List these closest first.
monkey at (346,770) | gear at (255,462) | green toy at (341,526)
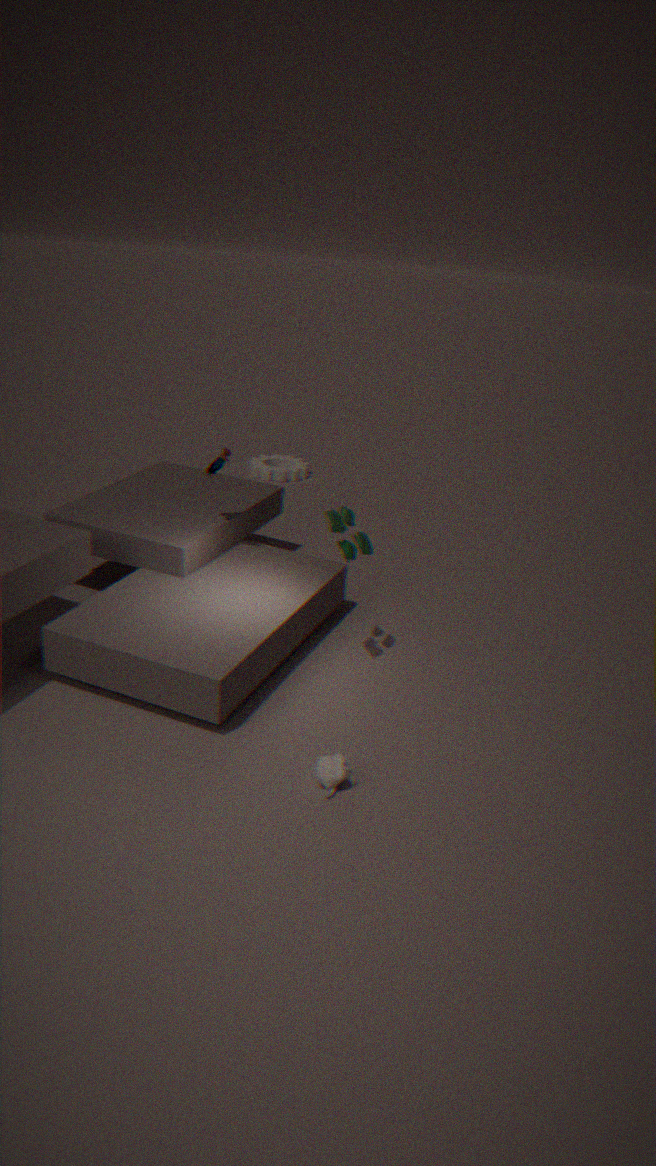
monkey at (346,770) → green toy at (341,526) → gear at (255,462)
